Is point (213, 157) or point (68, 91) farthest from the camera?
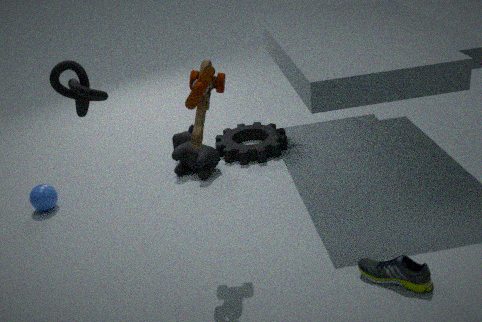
point (213, 157)
